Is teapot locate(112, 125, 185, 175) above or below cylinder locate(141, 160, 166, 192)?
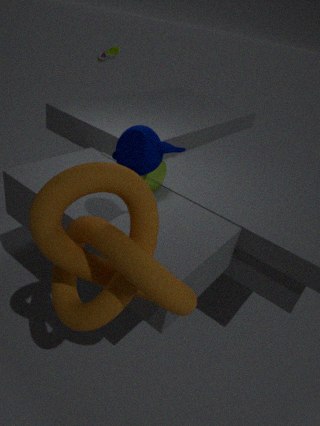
above
